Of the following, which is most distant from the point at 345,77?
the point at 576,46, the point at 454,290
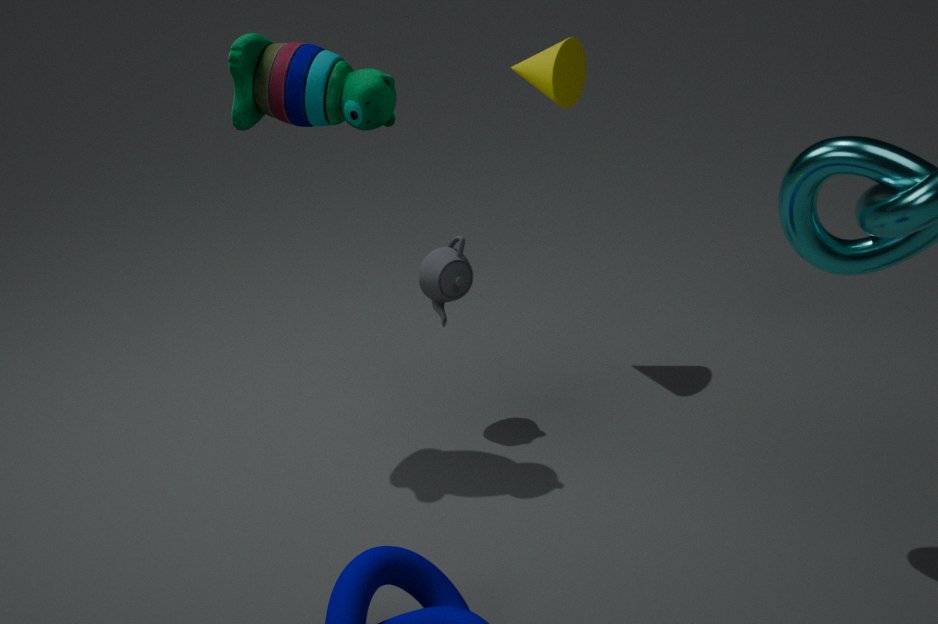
the point at 576,46
